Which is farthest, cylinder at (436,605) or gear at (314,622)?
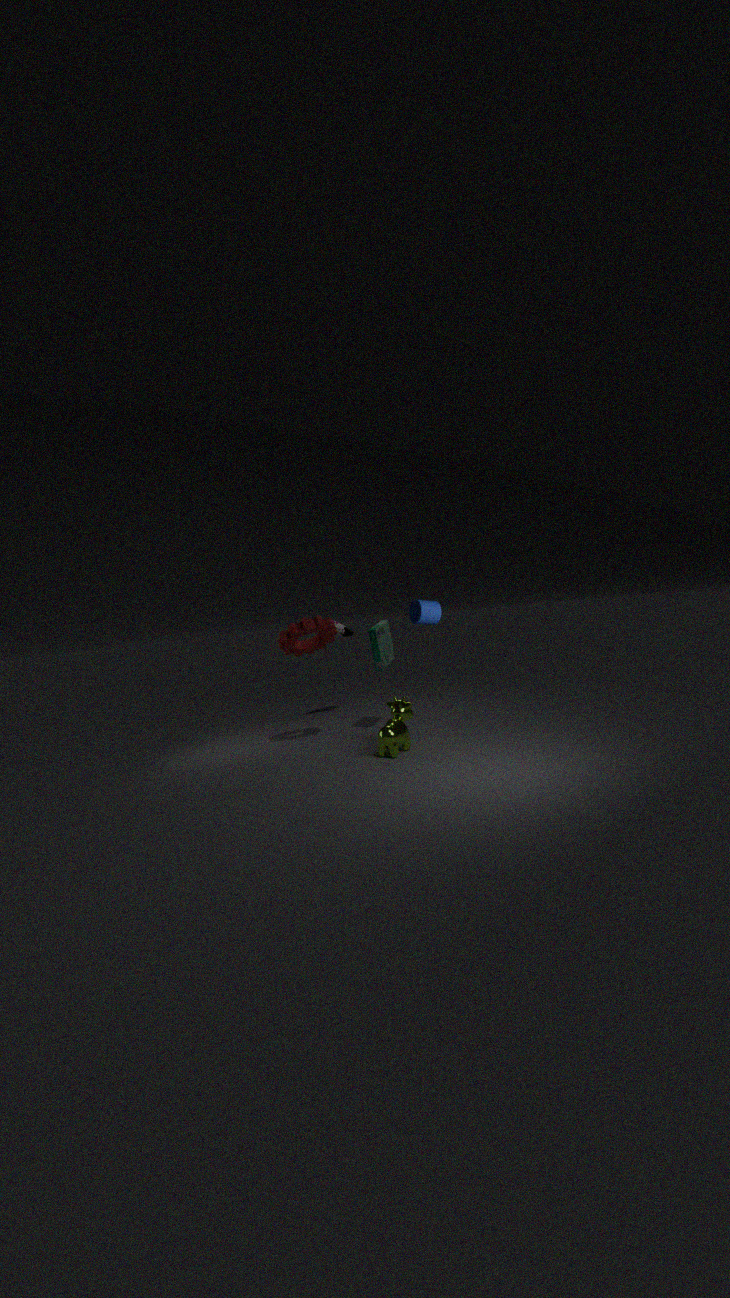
gear at (314,622)
